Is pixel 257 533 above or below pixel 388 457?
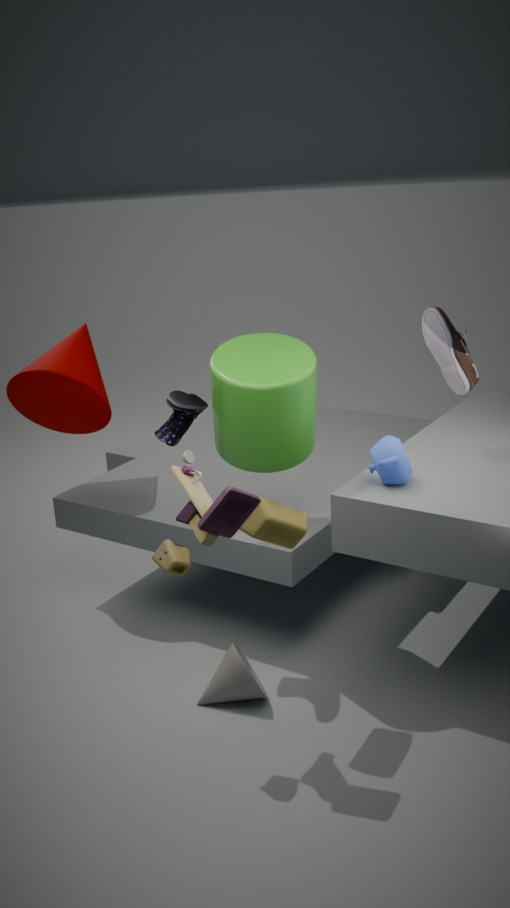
below
